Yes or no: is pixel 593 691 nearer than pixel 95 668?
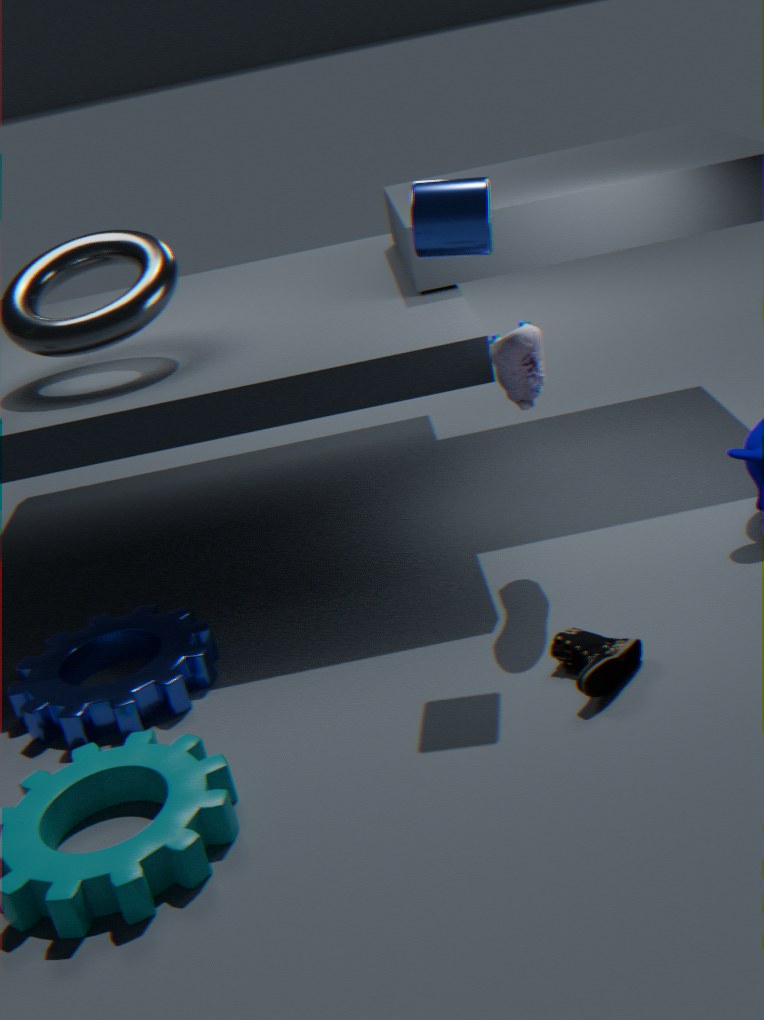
Yes
